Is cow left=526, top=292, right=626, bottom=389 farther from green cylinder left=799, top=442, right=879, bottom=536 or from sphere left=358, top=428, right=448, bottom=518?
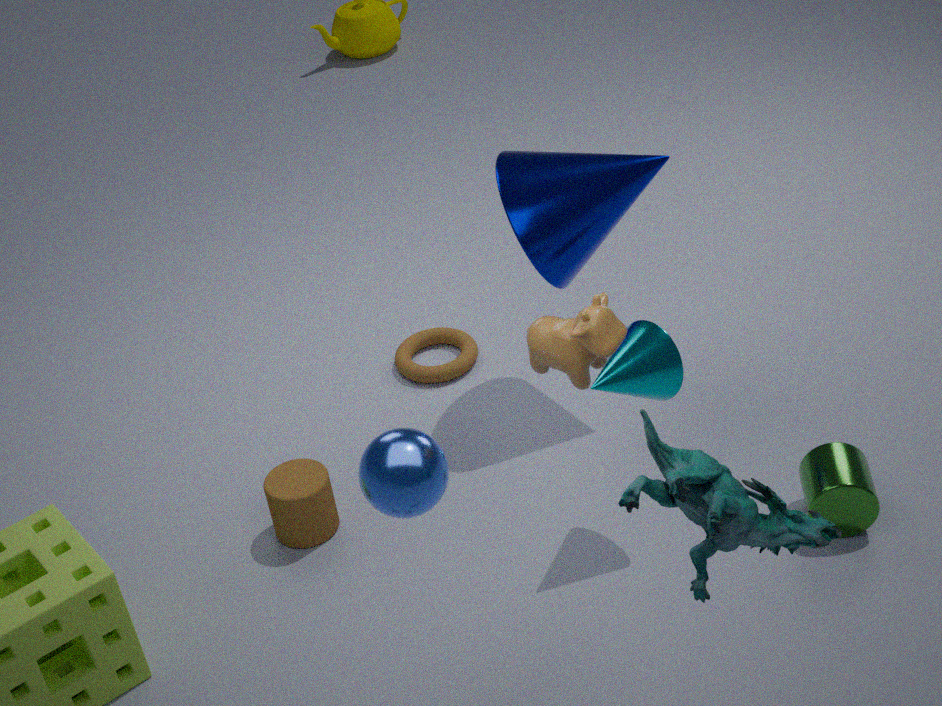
green cylinder left=799, top=442, right=879, bottom=536
